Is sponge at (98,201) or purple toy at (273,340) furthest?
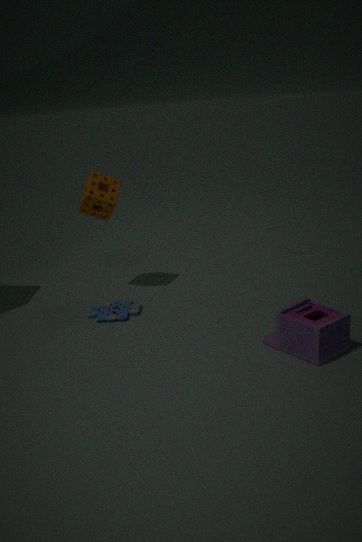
sponge at (98,201)
